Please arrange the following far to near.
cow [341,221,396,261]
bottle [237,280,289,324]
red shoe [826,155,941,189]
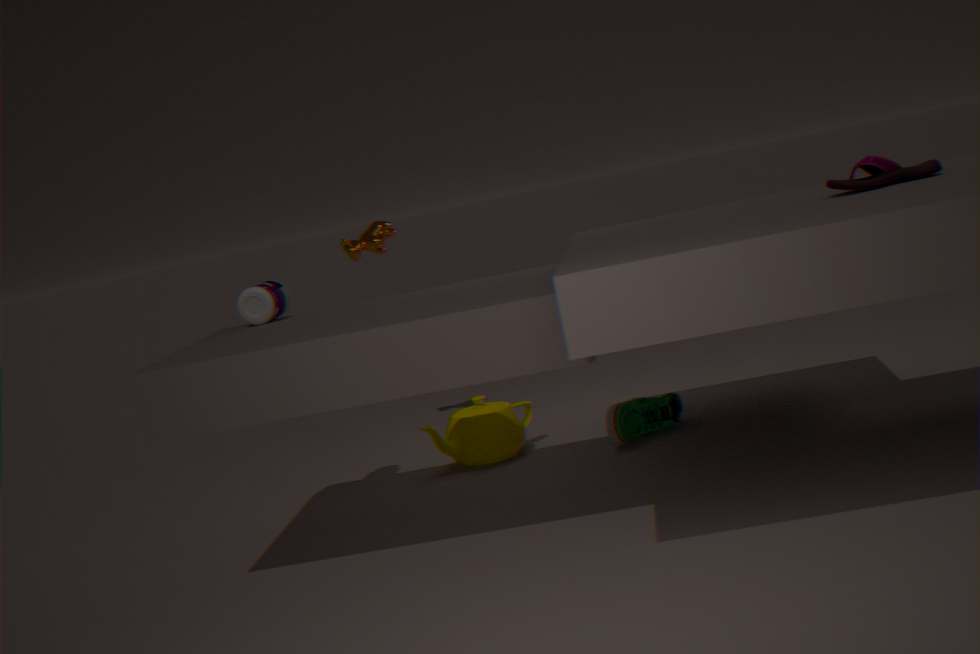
cow [341,221,396,261] → bottle [237,280,289,324] → red shoe [826,155,941,189]
